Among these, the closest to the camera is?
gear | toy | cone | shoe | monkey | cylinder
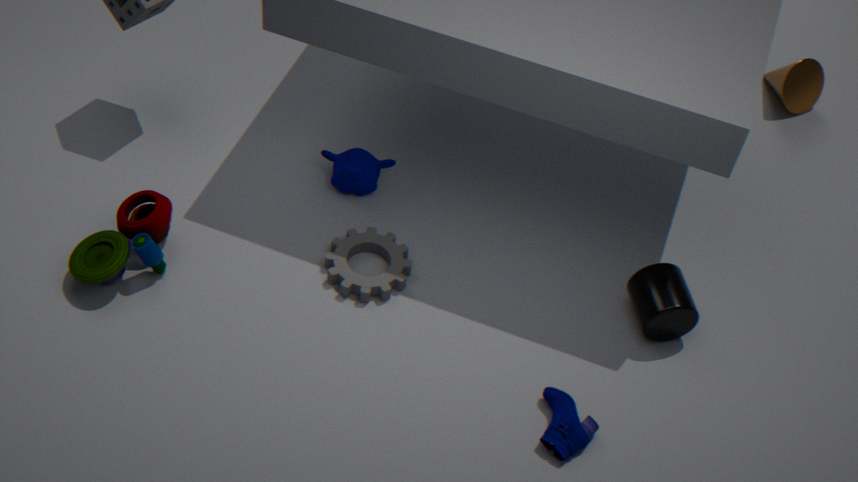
shoe
